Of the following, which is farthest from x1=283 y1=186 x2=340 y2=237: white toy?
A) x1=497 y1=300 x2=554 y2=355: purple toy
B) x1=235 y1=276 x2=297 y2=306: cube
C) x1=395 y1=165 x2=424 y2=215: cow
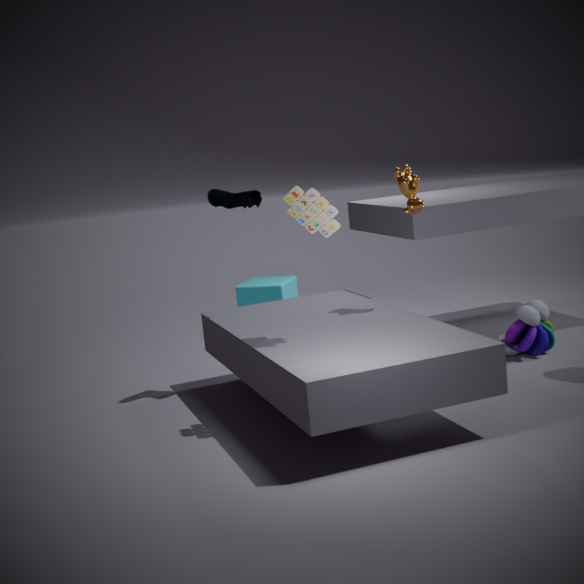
x1=235 y1=276 x2=297 y2=306: cube
